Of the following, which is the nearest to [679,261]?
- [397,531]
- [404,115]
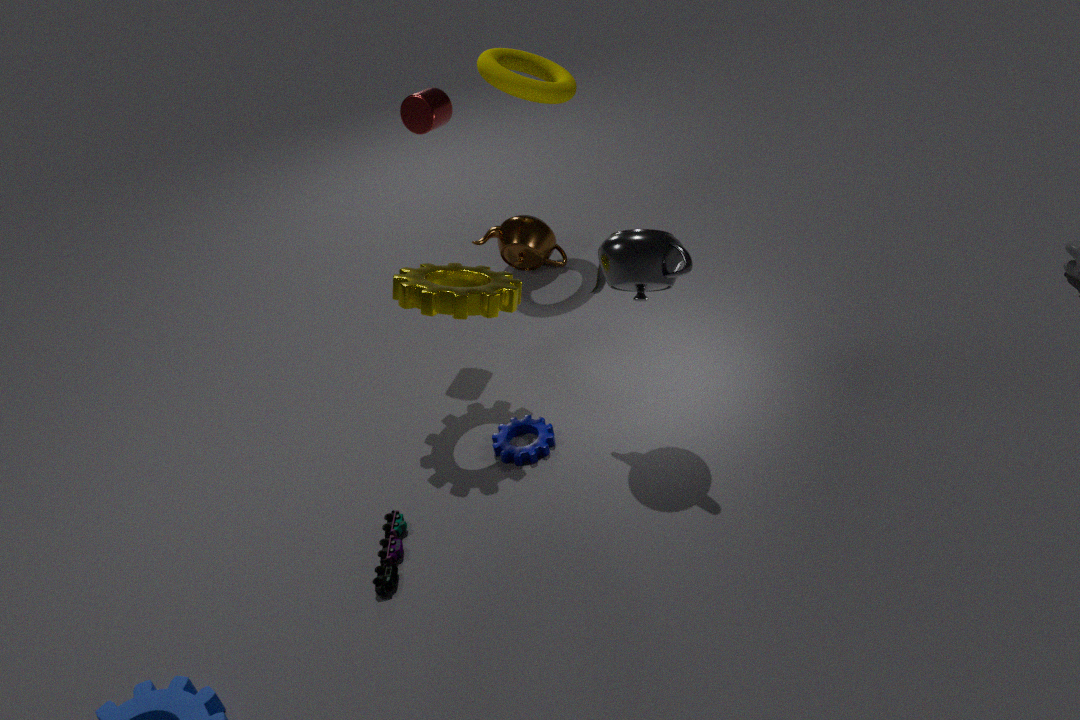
[404,115]
